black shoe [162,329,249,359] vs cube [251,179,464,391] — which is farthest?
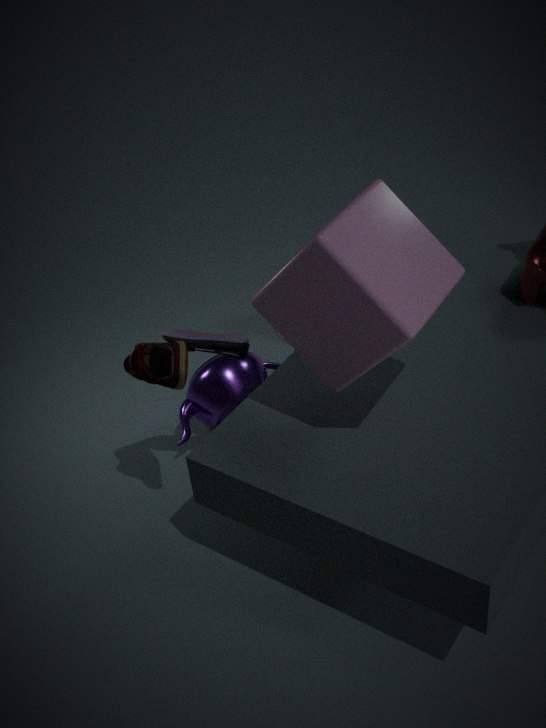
black shoe [162,329,249,359]
